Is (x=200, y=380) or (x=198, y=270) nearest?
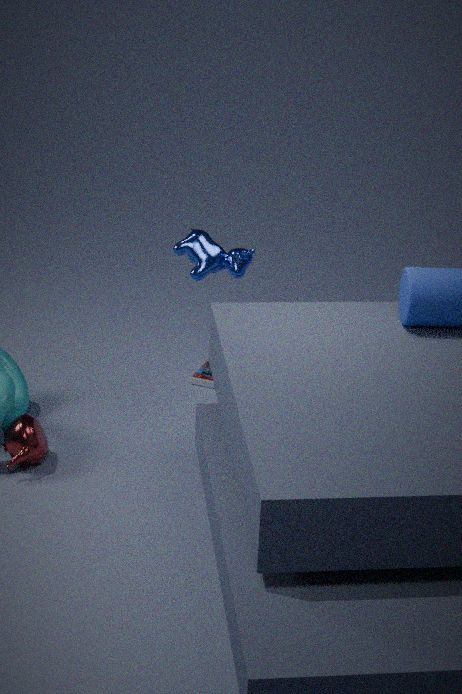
(x=198, y=270)
